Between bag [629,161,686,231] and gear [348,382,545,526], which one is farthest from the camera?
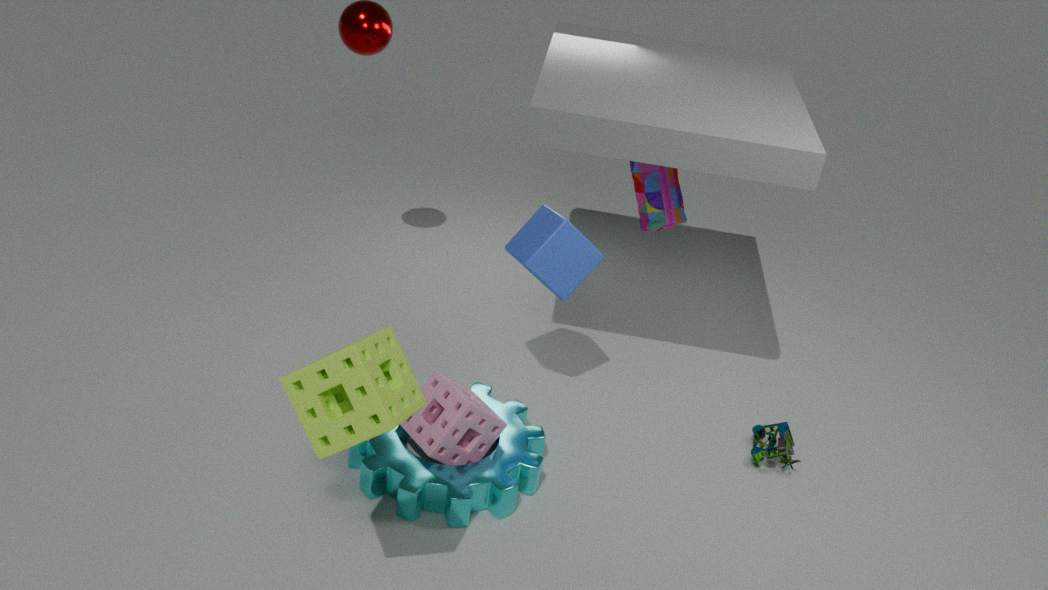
bag [629,161,686,231]
